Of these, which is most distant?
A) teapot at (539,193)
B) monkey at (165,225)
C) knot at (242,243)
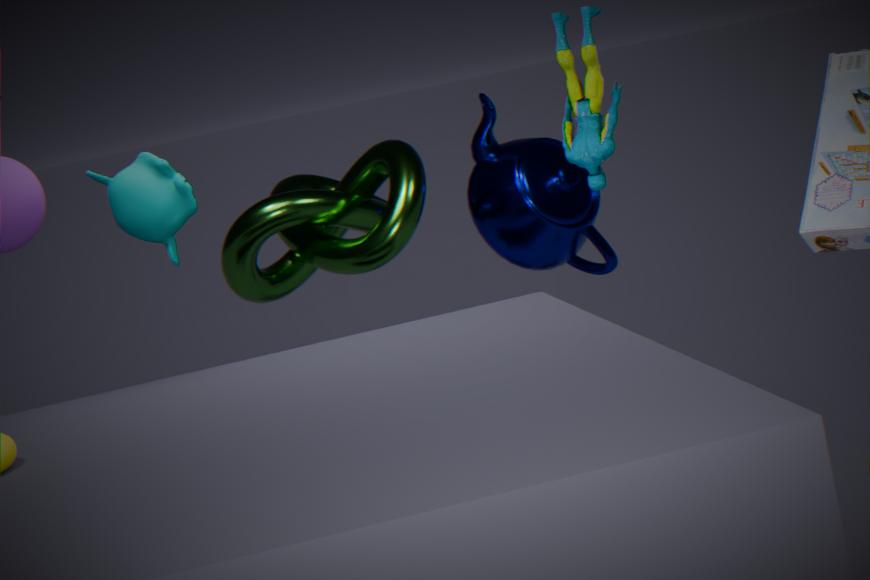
teapot at (539,193)
